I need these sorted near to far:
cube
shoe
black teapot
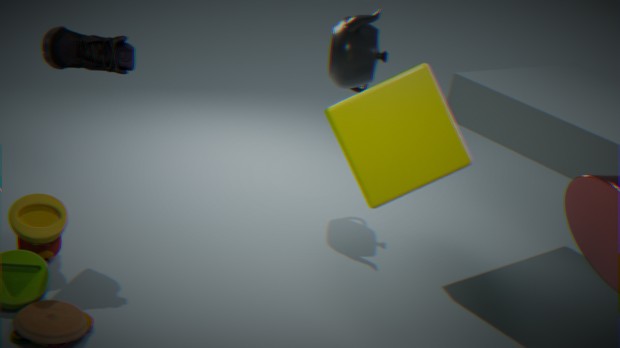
1. cube
2. shoe
3. black teapot
